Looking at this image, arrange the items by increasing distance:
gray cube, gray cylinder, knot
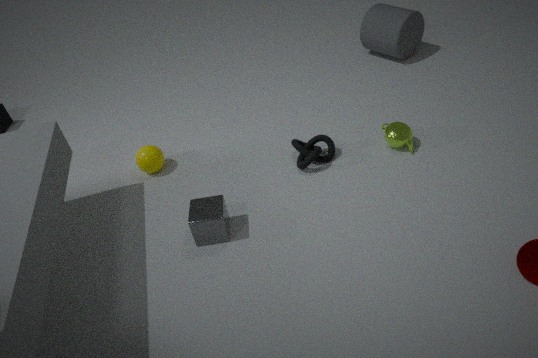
1. gray cube
2. knot
3. gray cylinder
